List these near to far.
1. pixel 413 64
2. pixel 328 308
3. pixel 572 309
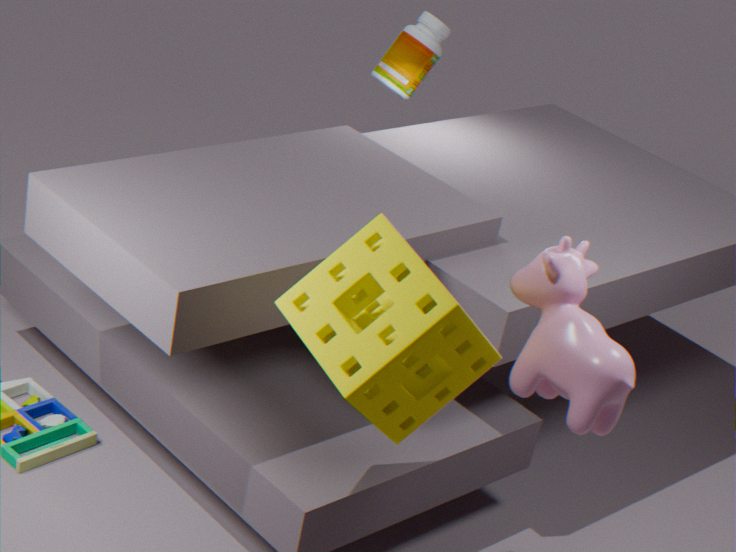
pixel 328 308 < pixel 572 309 < pixel 413 64
